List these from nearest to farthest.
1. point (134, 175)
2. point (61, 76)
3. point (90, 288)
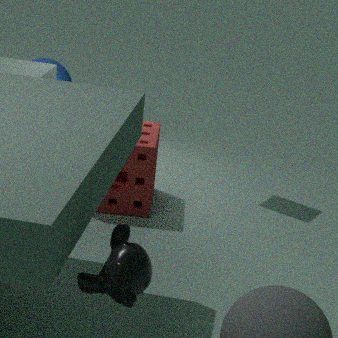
point (90, 288) < point (134, 175) < point (61, 76)
